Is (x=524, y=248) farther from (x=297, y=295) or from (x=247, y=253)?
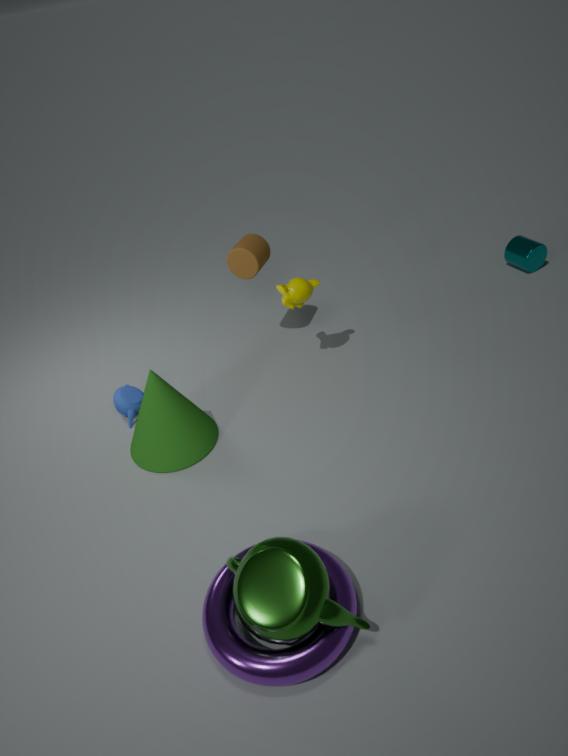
(x=247, y=253)
